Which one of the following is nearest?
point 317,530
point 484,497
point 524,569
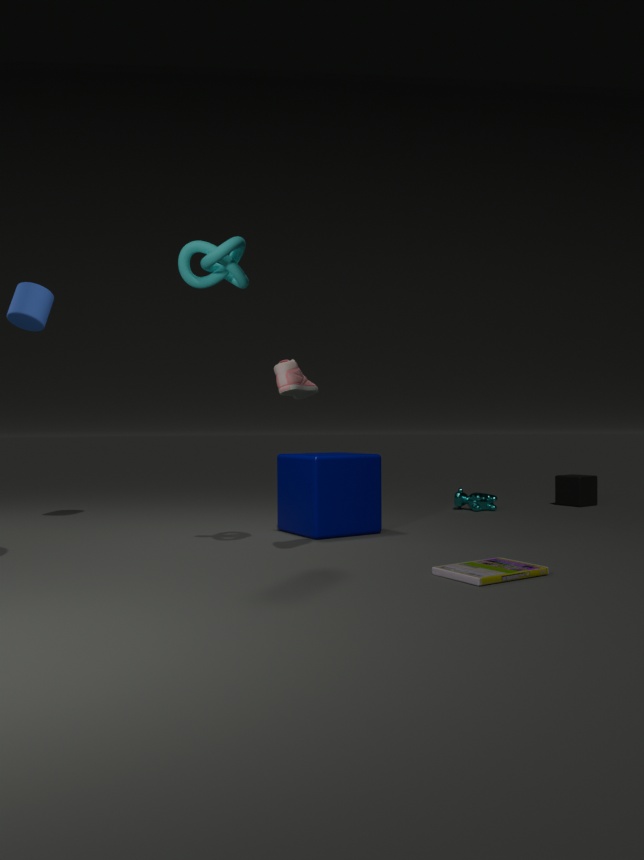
point 524,569
